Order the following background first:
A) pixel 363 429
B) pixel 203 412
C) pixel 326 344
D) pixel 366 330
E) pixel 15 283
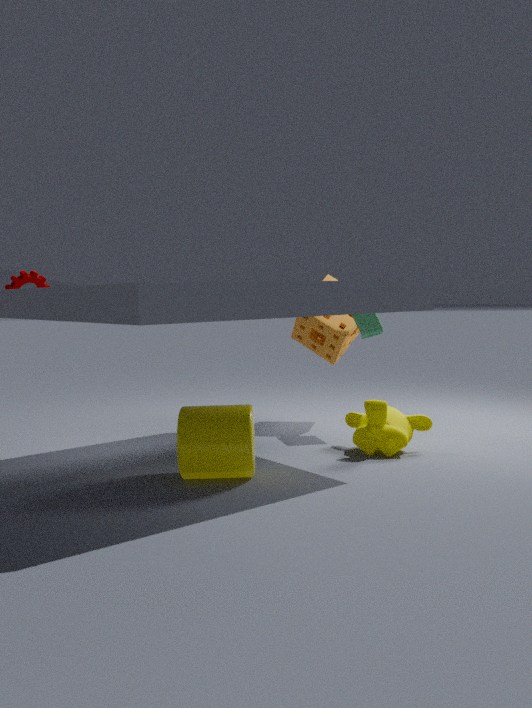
1. pixel 326 344
2. pixel 366 330
3. pixel 15 283
4. pixel 363 429
5. pixel 203 412
